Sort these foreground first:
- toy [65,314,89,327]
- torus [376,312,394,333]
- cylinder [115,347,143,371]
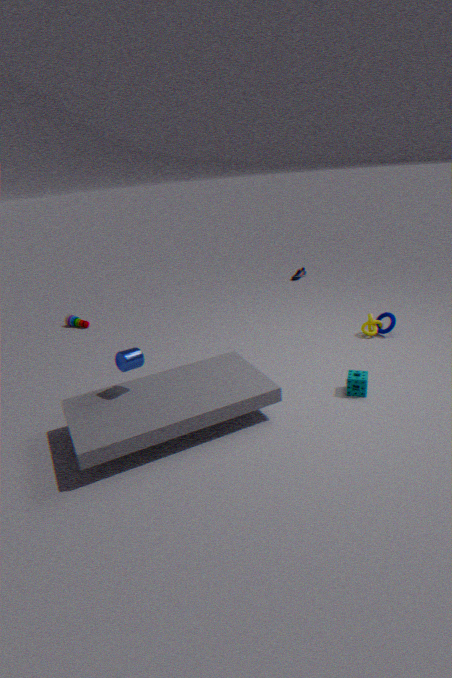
cylinder [115,347,143,371] → torus [376,312,394,333] → toy [65,314,89,327]
